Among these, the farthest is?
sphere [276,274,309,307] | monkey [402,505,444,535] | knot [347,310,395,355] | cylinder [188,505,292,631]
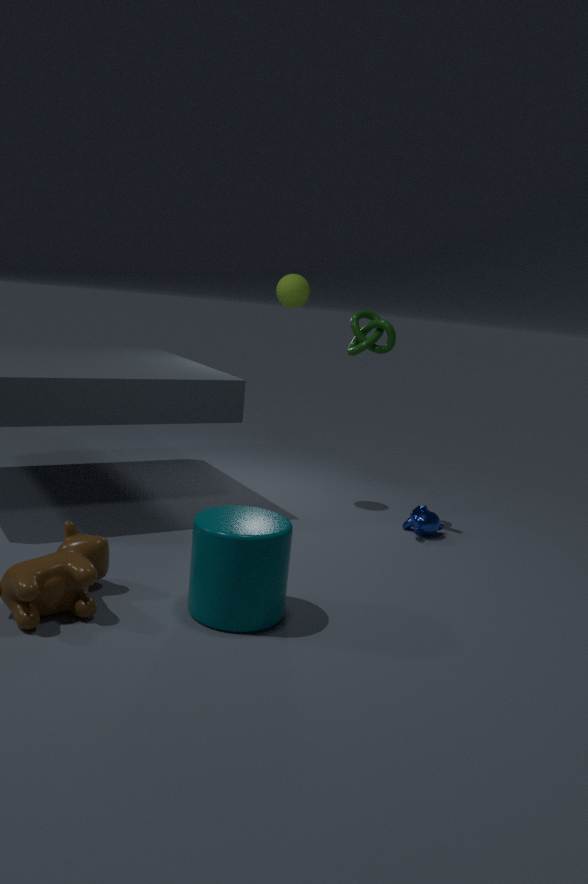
sphere [276,274,309,307]
